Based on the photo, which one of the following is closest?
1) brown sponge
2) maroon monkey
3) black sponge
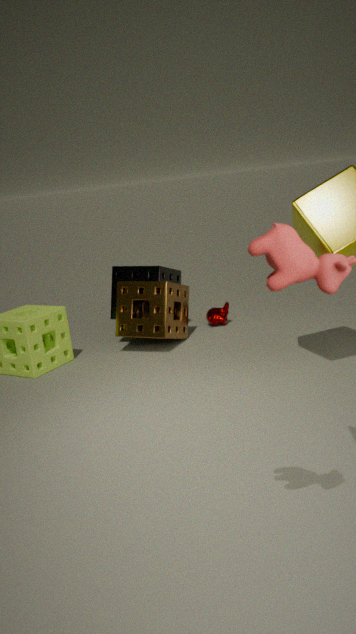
1. brown sponge
